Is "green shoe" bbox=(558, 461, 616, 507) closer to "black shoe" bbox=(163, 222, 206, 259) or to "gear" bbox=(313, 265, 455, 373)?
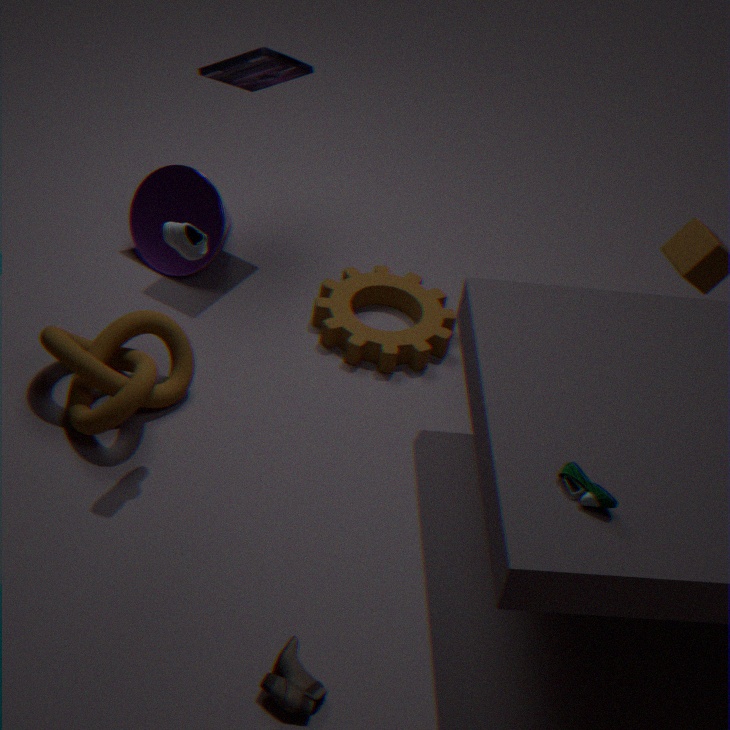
"gear" bbox=(313, 265, 455, 373)
